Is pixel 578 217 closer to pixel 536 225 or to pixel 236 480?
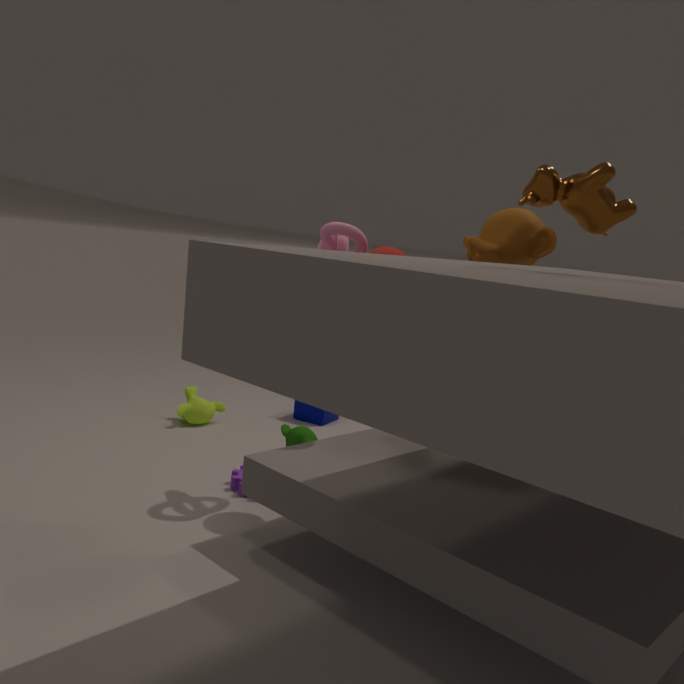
pixel 536 225
